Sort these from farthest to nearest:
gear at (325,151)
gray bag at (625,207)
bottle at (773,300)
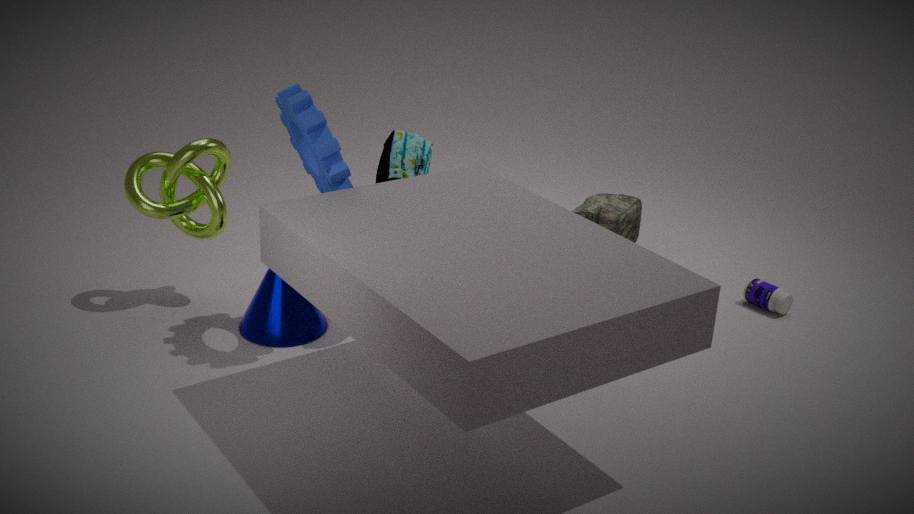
gray bag at (625,207) → bottle at (773,300) → gear at (325,151)
